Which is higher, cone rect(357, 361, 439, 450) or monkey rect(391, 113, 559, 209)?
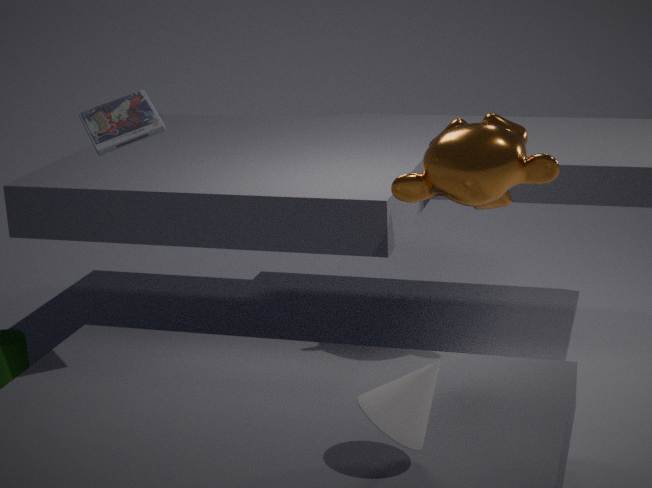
monkey rect(391, 113, 559, 209)
